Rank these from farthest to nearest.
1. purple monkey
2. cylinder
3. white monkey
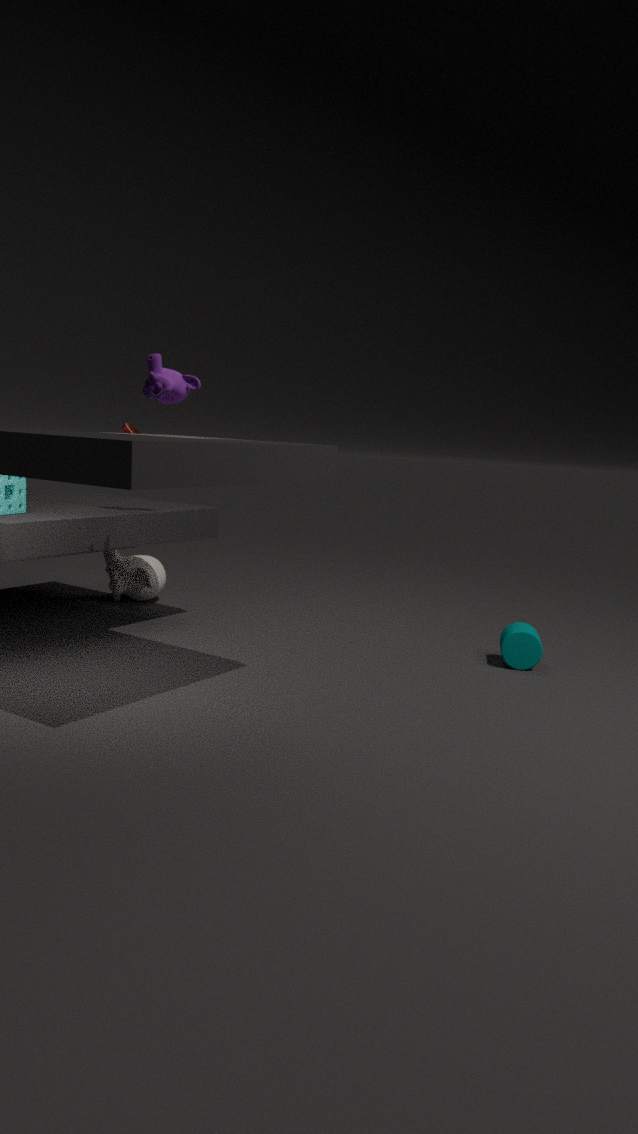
white monkey → cylinder → purple monkey
